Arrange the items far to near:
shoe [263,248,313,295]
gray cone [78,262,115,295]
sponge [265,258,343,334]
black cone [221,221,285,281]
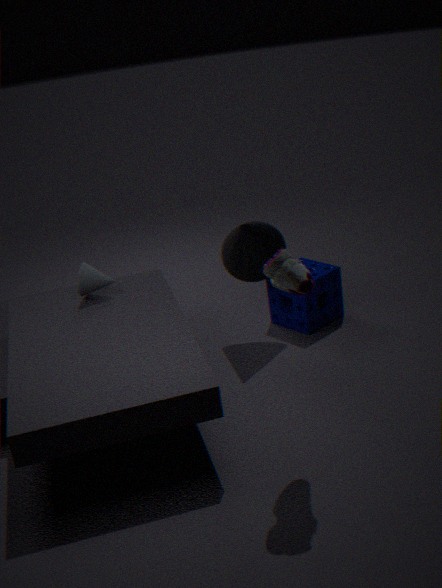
sponge [265,258,343,334] → black cone [221,221,285,281] → gray cone [78,262,115,295] → shoe [263,248,313,295]
